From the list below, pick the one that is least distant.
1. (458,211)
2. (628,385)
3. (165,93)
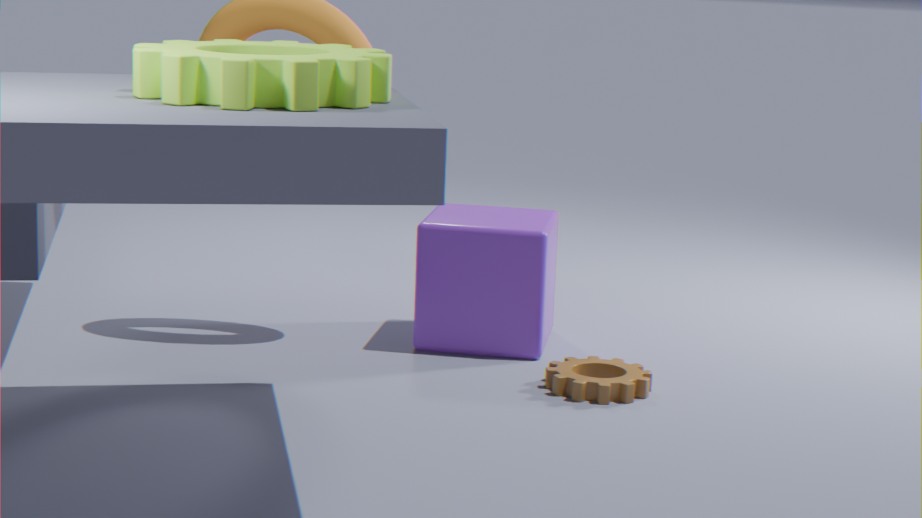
(165,93)
